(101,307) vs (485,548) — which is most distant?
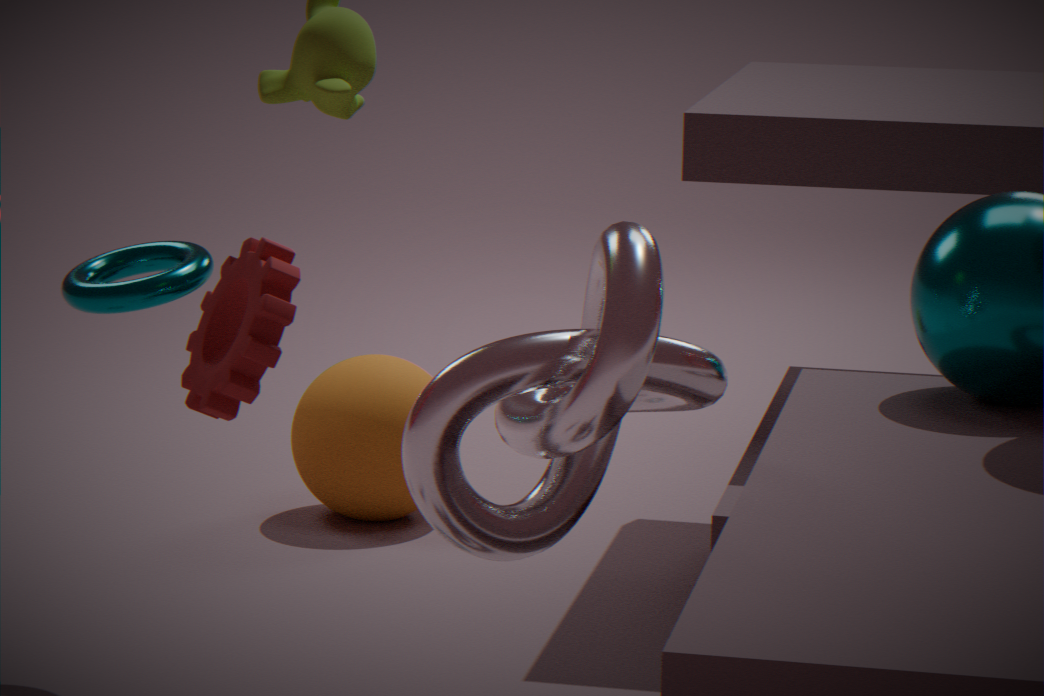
(101,307)
